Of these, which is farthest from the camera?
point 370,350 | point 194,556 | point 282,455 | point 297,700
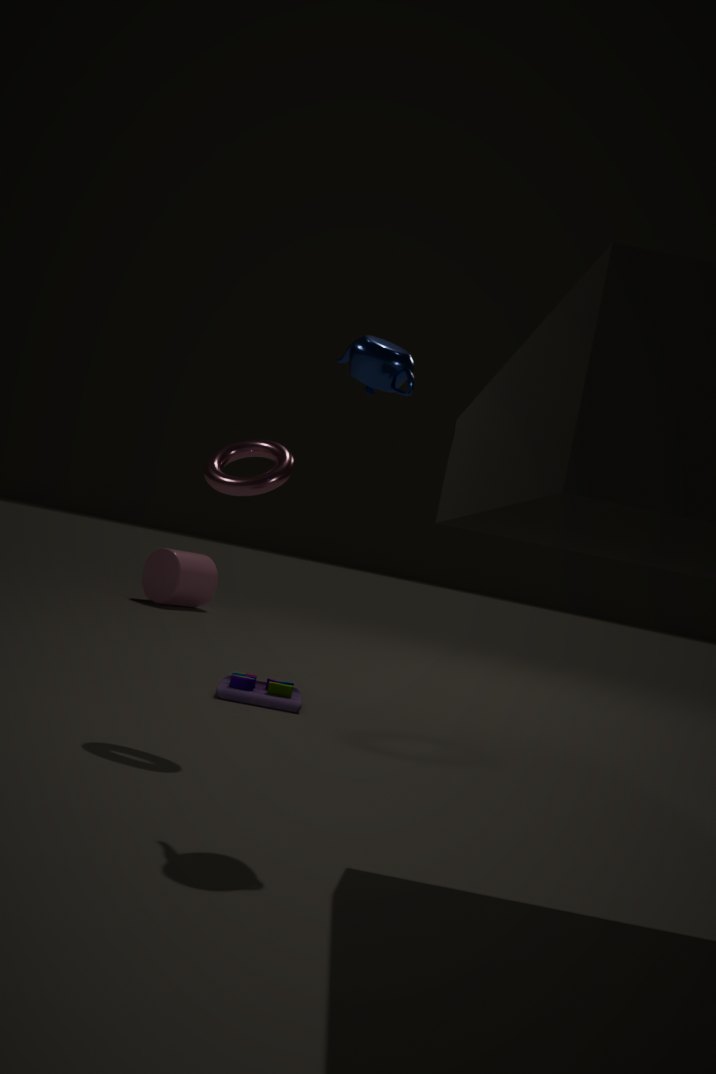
point 194,556
